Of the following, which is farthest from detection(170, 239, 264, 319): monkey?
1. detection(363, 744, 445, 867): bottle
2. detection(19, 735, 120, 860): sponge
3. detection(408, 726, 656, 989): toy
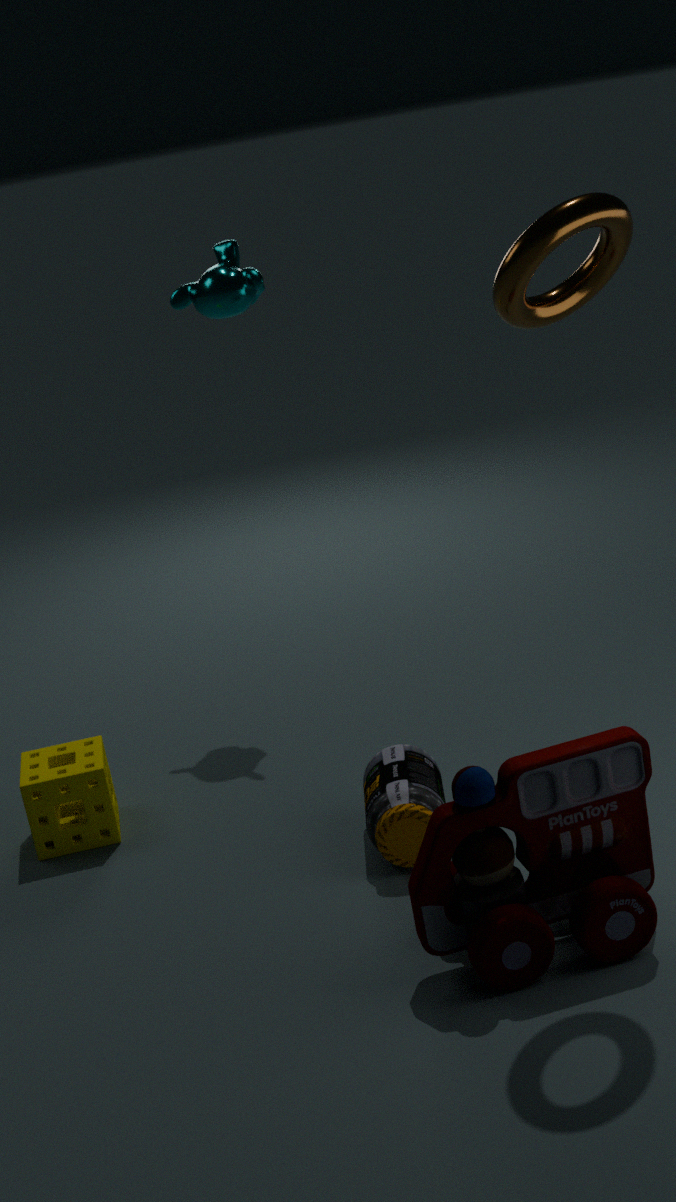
detection(408, 726, 656, 989): toy
